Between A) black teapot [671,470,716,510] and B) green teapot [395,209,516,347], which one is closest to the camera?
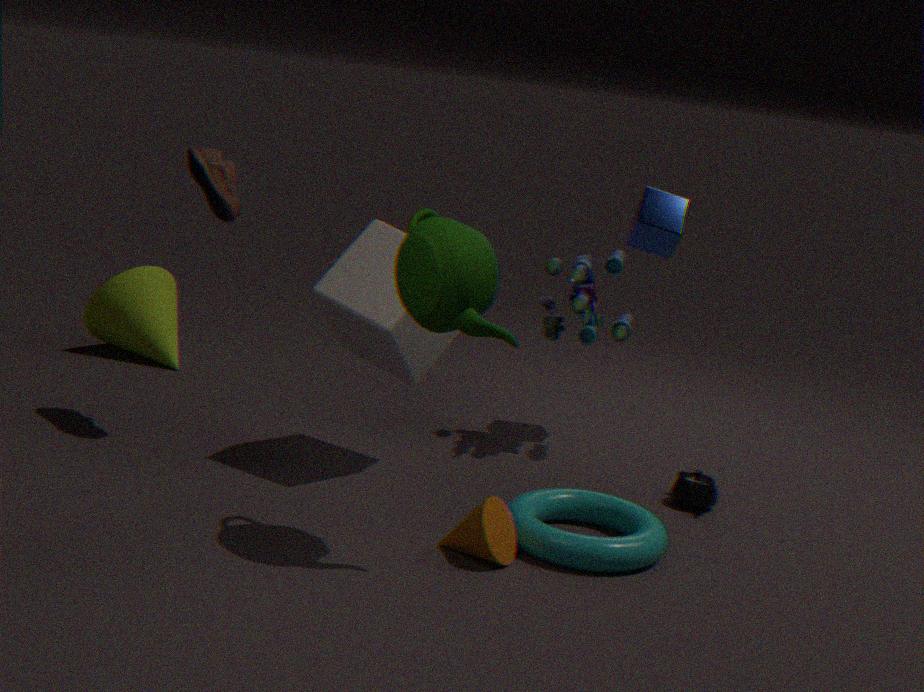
B. green teapot [395,209,516,347]
